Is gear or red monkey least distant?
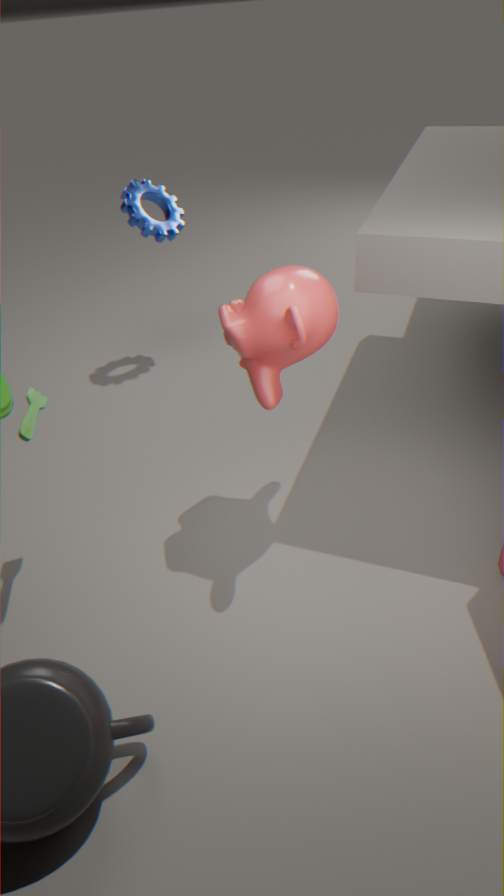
red monkey
